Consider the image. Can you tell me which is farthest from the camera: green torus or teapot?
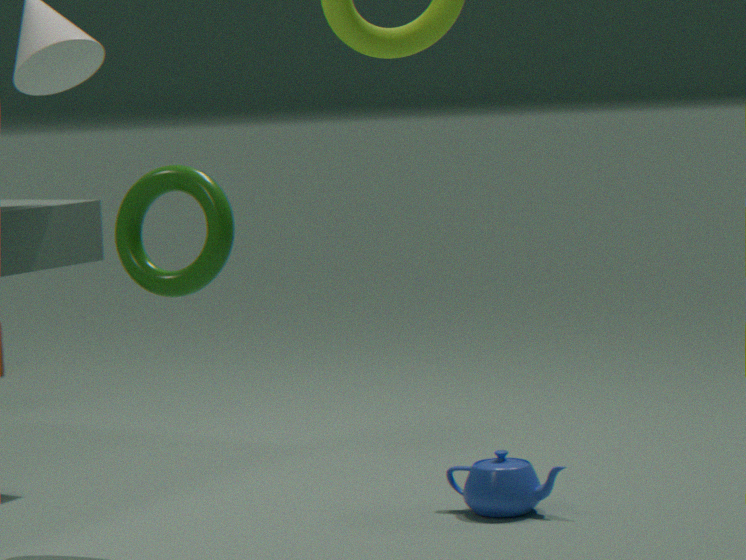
Result: teapot
